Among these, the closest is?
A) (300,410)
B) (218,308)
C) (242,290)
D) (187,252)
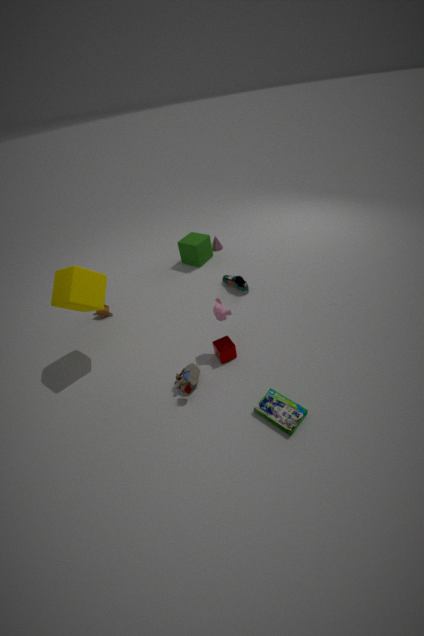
(300,410)
